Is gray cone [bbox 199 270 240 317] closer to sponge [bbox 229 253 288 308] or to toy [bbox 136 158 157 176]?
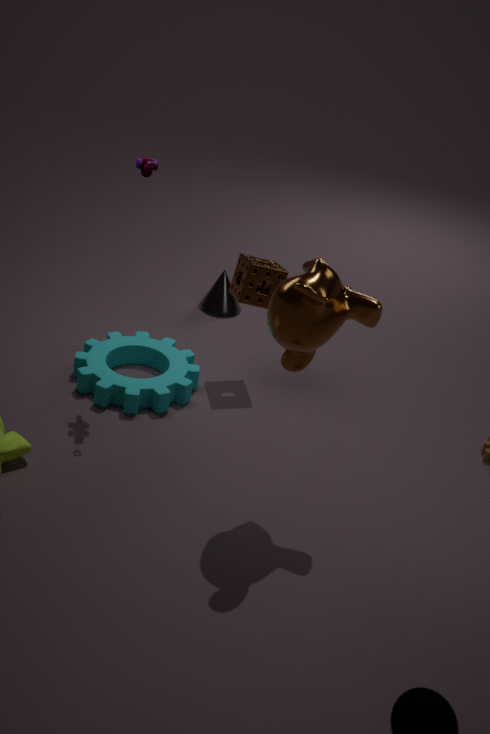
sponge [bbox 229 253 288 308]
